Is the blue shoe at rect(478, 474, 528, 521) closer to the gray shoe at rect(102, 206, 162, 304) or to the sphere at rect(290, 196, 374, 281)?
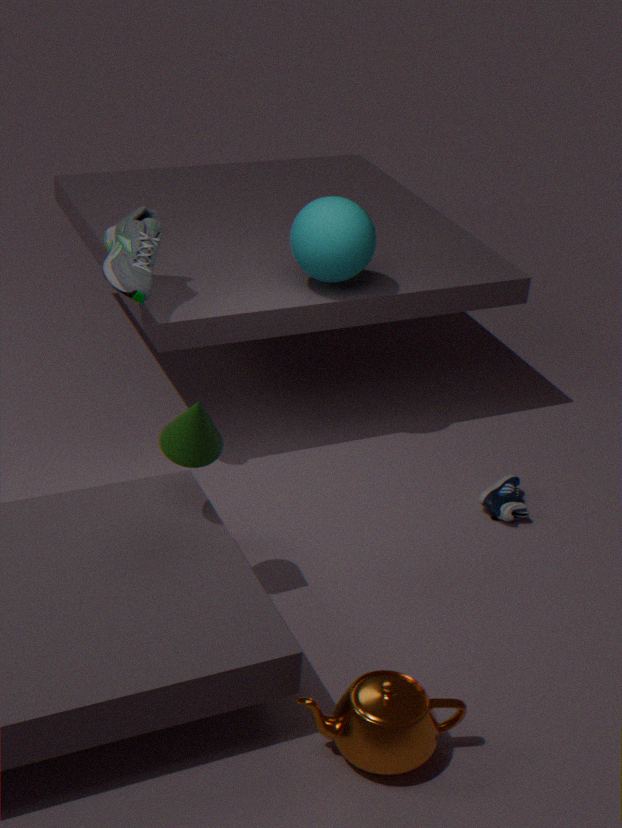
the sphere at rect(290, 196, 374, 281)
